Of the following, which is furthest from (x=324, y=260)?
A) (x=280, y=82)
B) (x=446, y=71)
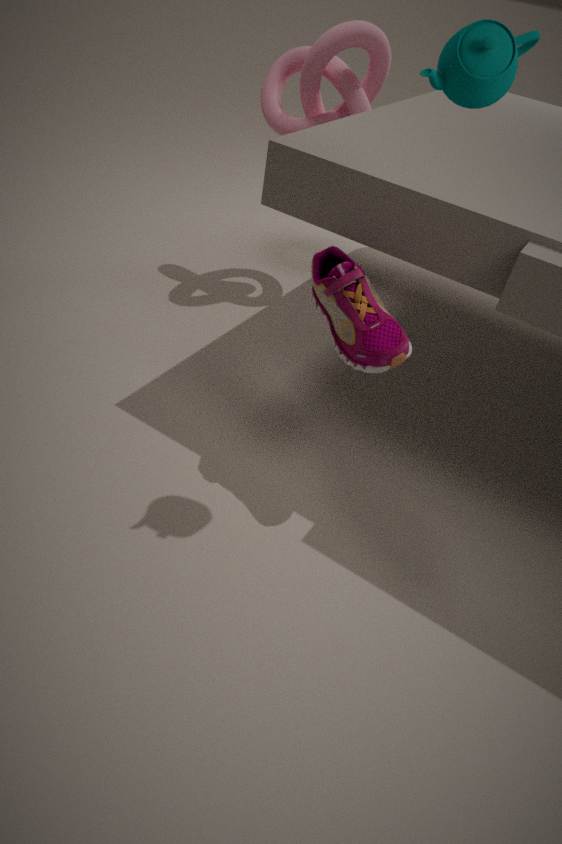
(x=280, y=82)
